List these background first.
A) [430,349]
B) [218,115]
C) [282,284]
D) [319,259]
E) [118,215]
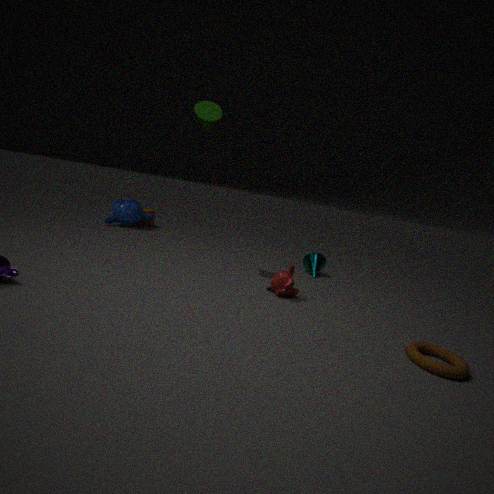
[118,215] → [319,259] → [218,115] → [282,284] → [430,349]
